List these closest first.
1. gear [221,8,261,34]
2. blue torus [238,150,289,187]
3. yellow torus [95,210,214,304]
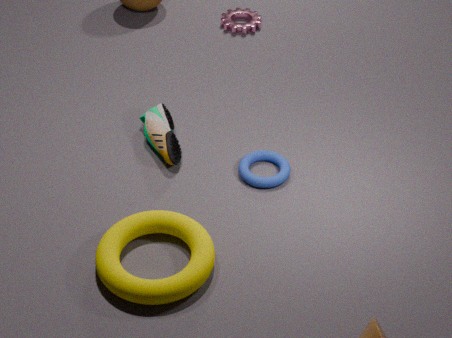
yellow torus [95,210,214,304] → blue torus [238,150,289,187] → gear [221,8,261,34]
